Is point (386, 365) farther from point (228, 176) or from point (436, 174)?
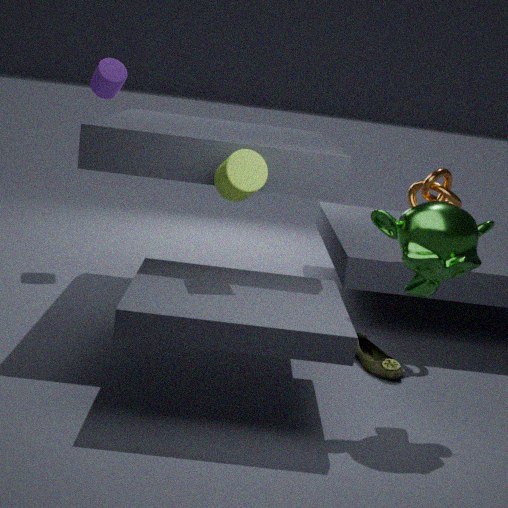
point (228, 176)
